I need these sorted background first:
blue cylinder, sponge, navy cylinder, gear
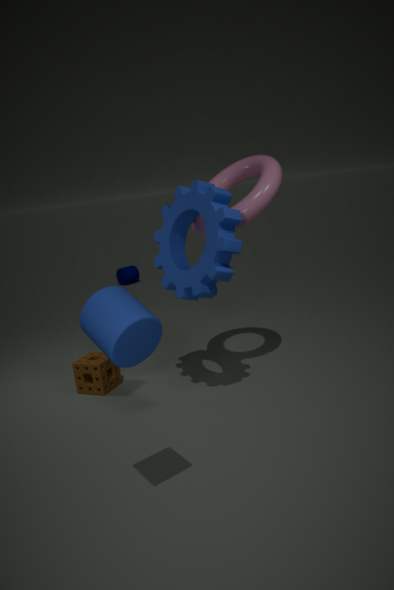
navy cylinder, sponge, gear, blue cylinder
